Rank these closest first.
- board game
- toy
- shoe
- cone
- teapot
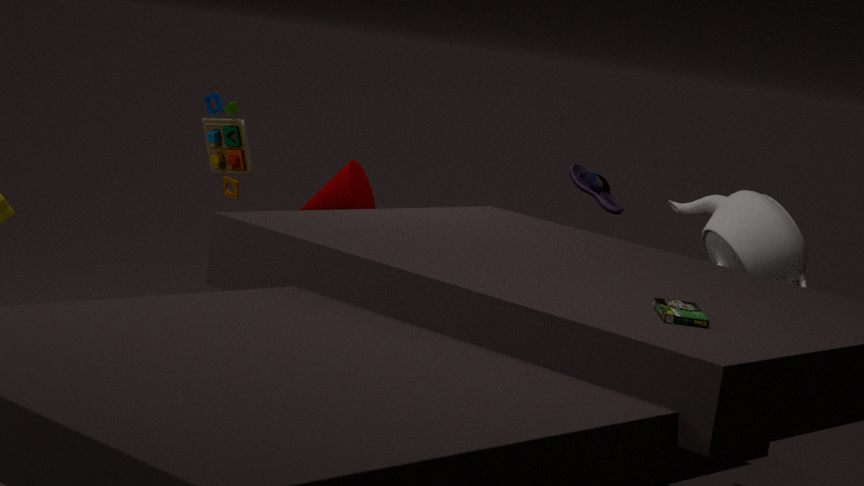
1. board game
2. teapot
3. toy
4. cone
5. shoe
